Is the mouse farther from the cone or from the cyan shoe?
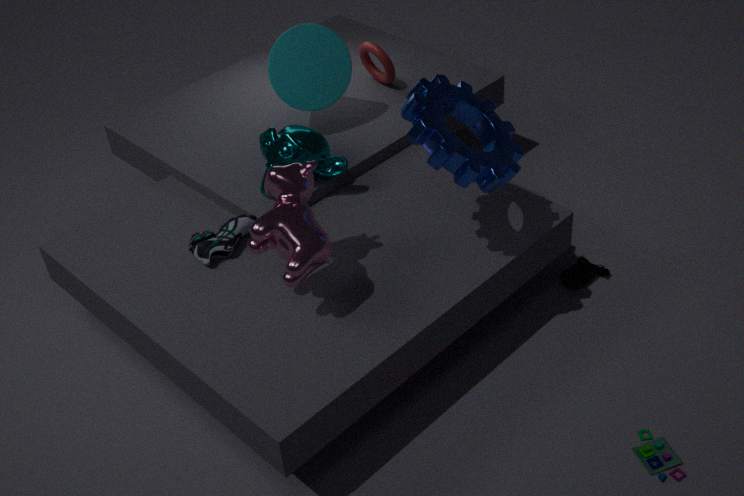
the cyan shoe
